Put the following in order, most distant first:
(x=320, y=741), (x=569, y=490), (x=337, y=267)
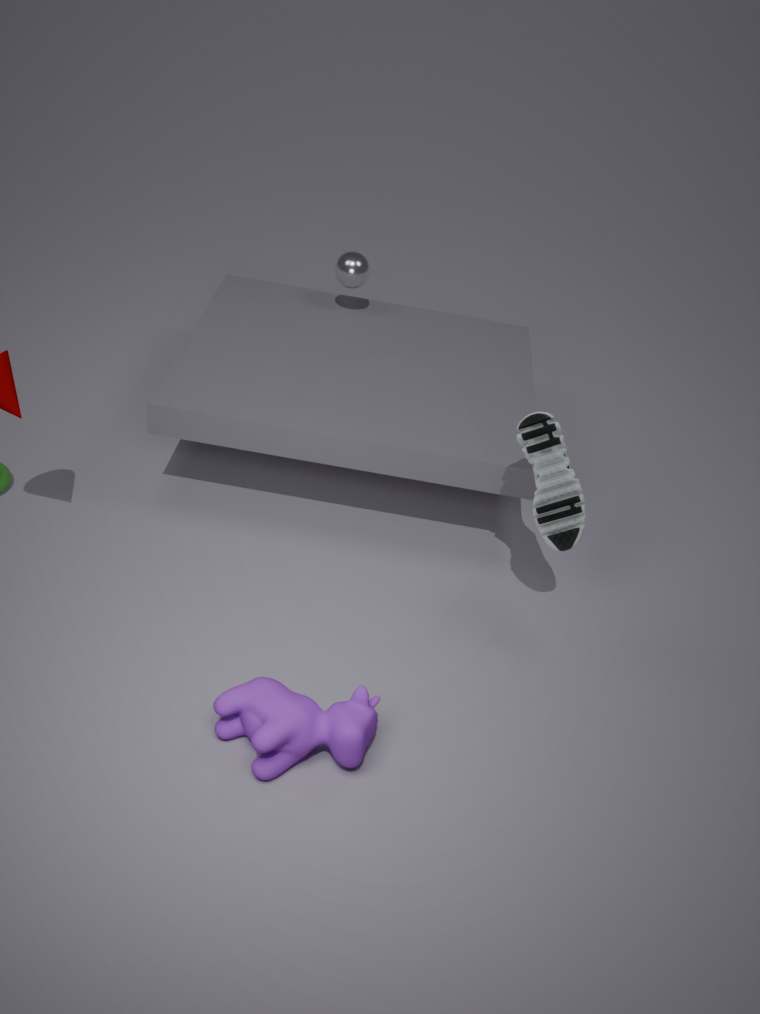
(x=337, y=267) < (x=569, y=490) < (x=320, y=741)
